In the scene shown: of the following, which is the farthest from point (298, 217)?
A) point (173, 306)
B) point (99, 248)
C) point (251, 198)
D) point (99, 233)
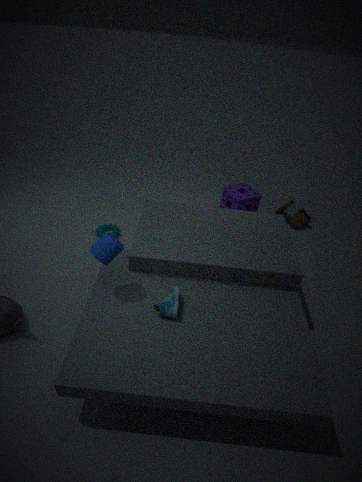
point (99, 248)
